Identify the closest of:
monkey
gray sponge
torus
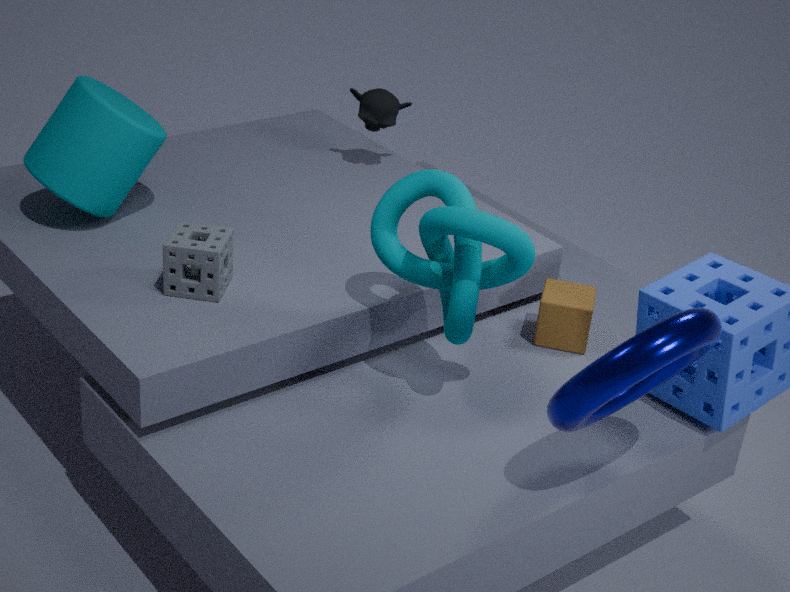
torus
